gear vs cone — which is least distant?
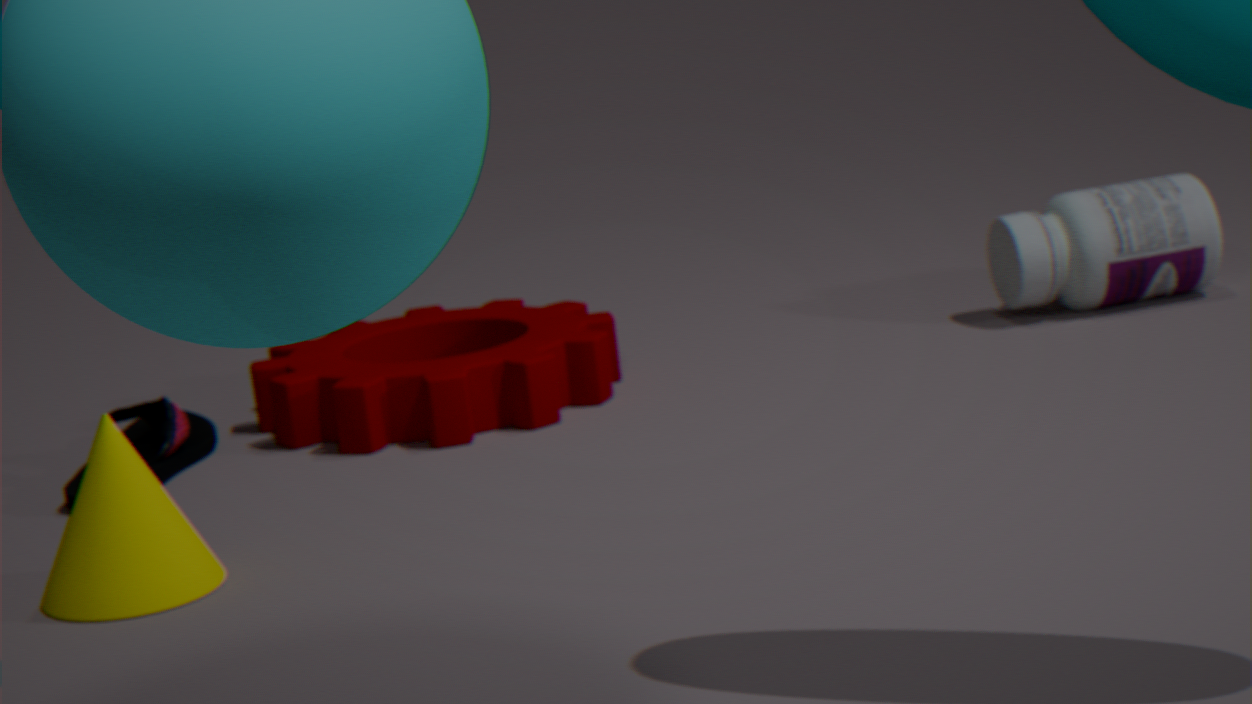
cone
